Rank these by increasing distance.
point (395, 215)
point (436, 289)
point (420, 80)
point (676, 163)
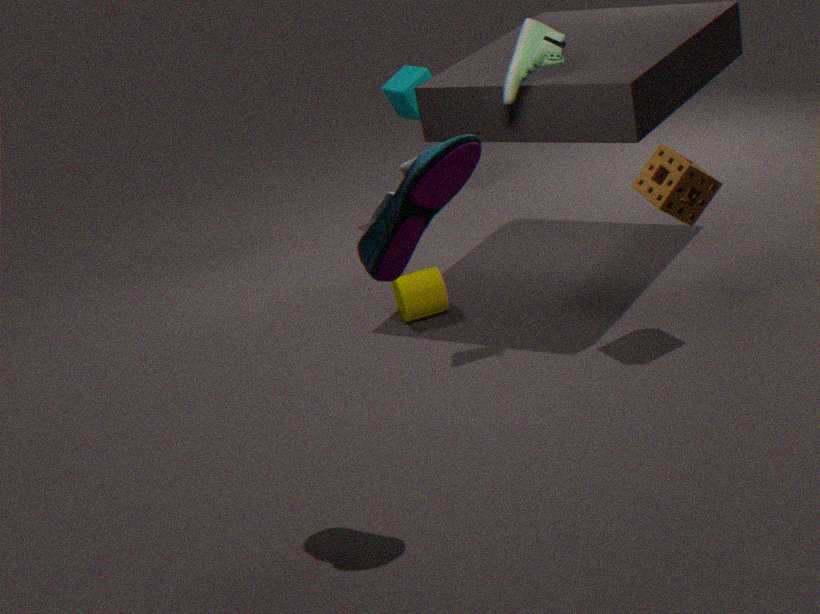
point (395, 215), point (676, 163), point (436, 289), point (420, 80)
